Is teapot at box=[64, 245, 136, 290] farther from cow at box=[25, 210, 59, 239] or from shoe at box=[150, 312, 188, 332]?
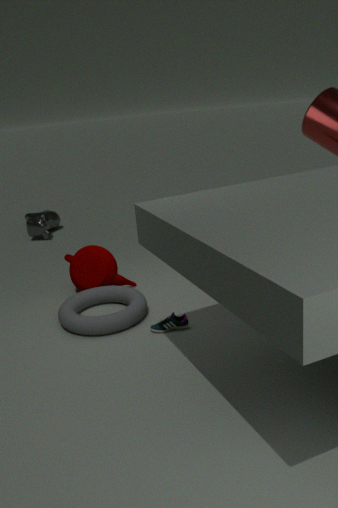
cow at box=[25, 210, 59, 239]
